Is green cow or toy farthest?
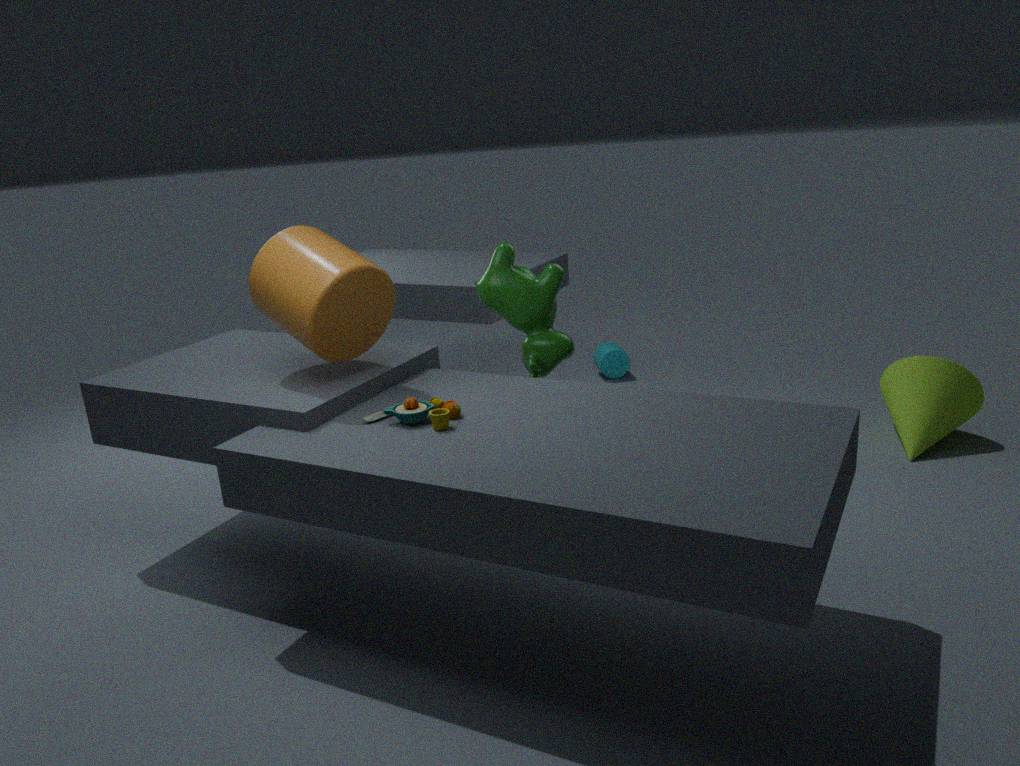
green cow
